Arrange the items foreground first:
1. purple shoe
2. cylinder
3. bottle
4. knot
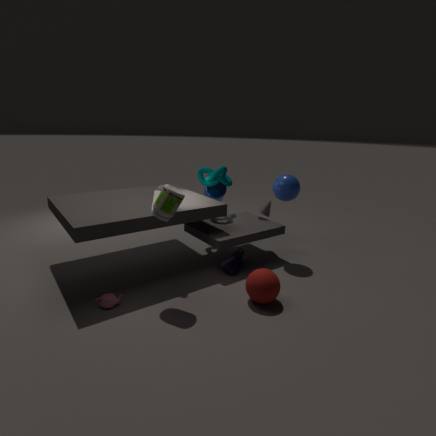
1. bottle
2. purple shoe
3. knot
4. cylinder
